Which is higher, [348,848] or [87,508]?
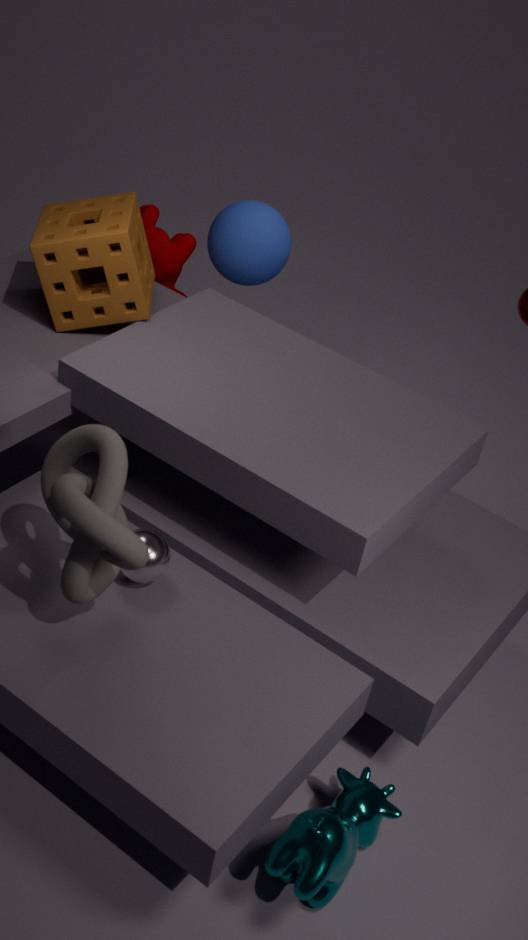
[87,508]
